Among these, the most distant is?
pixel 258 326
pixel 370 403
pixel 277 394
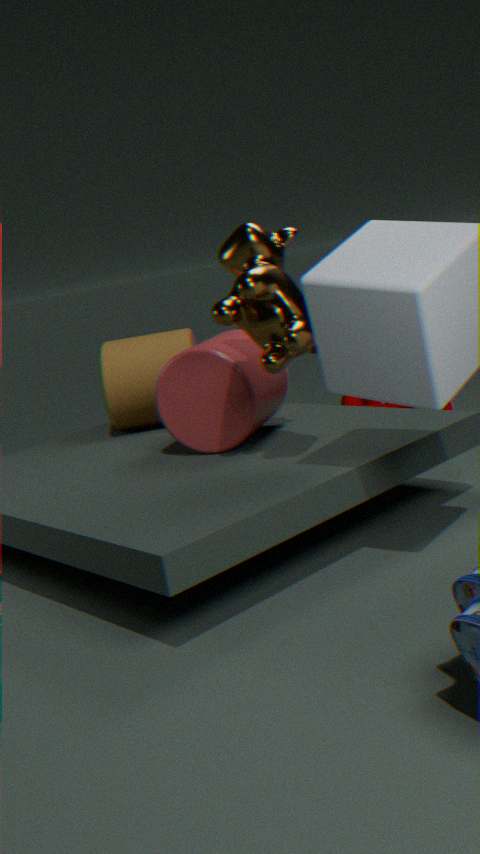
pixel 370 403
